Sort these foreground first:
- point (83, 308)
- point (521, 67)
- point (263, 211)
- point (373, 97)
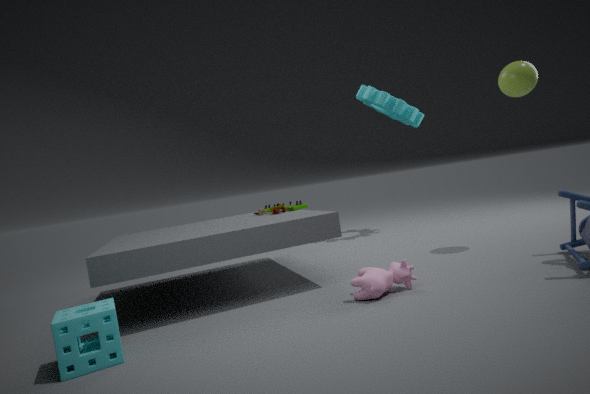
point (83, 308) → point (521, 67) → point (263, 211) → point (373, 97)
